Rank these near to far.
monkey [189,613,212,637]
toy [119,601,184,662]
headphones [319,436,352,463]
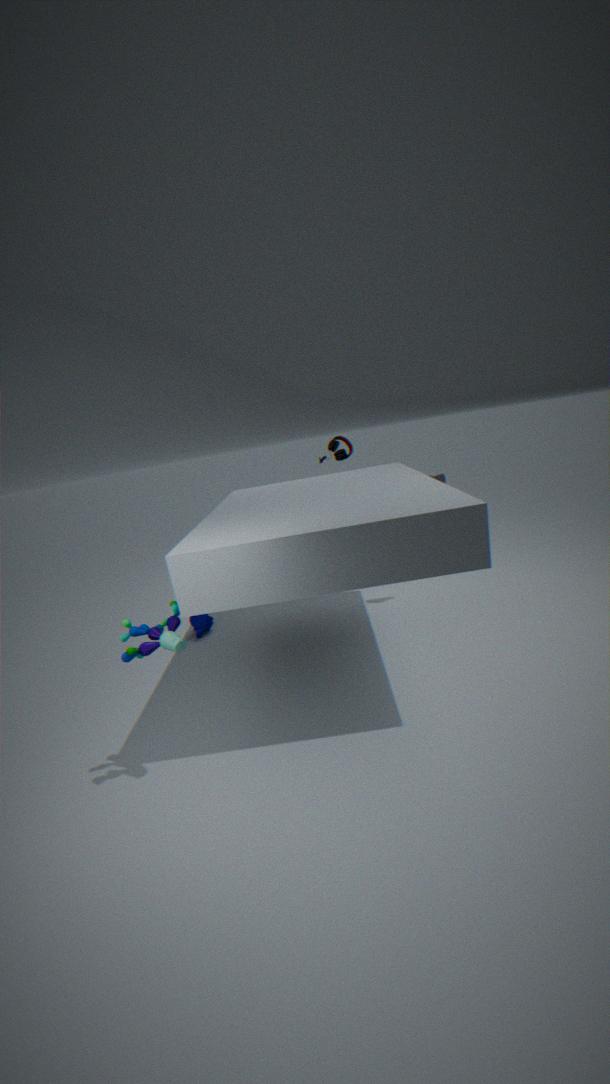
toy [119,601,184,662] < monkey [189,613,212,637] < headphones [319,436,352,463]
